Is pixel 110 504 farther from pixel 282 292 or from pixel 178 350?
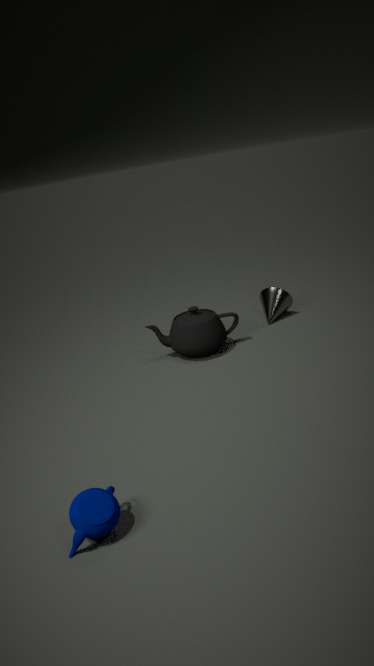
pixel 282 292
